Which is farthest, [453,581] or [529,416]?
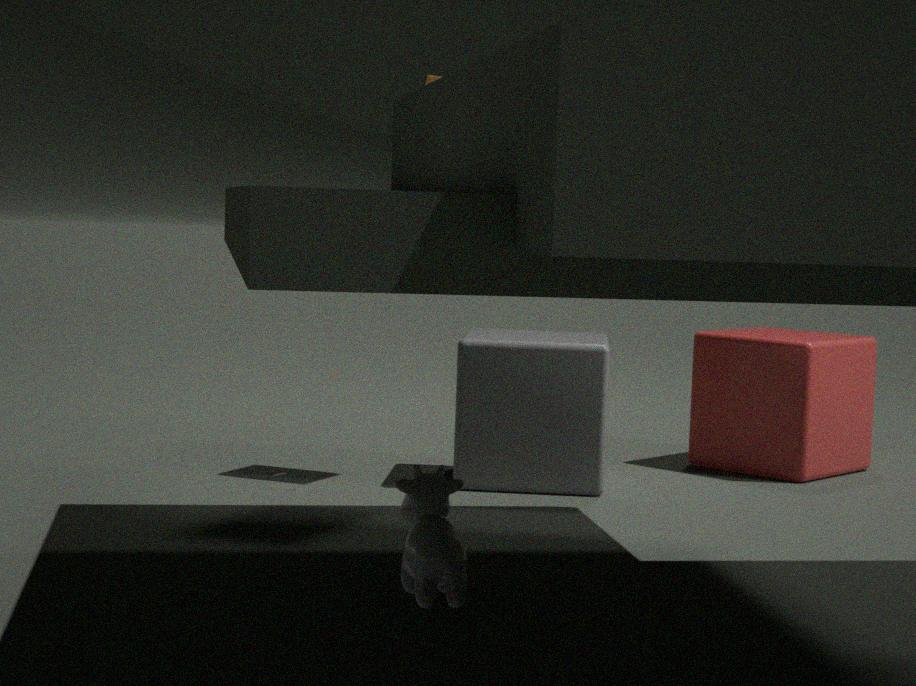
[529,416]
